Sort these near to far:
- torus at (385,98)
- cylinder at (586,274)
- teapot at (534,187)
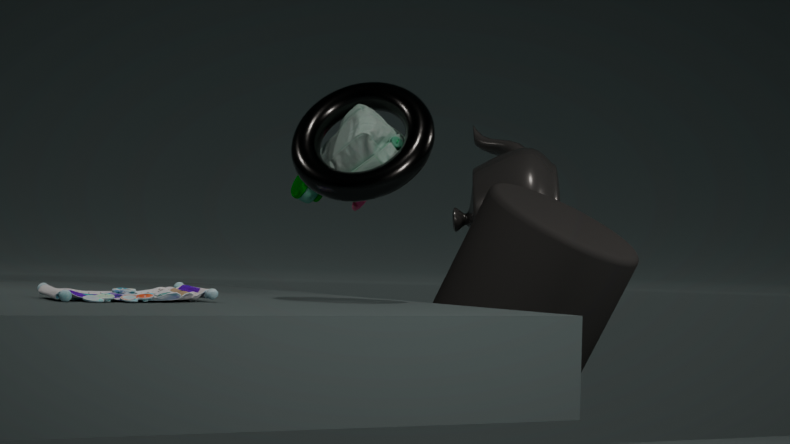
1. torus at (385,98)
2. cylinder at (586,274)
3. teapot at (534,187)
